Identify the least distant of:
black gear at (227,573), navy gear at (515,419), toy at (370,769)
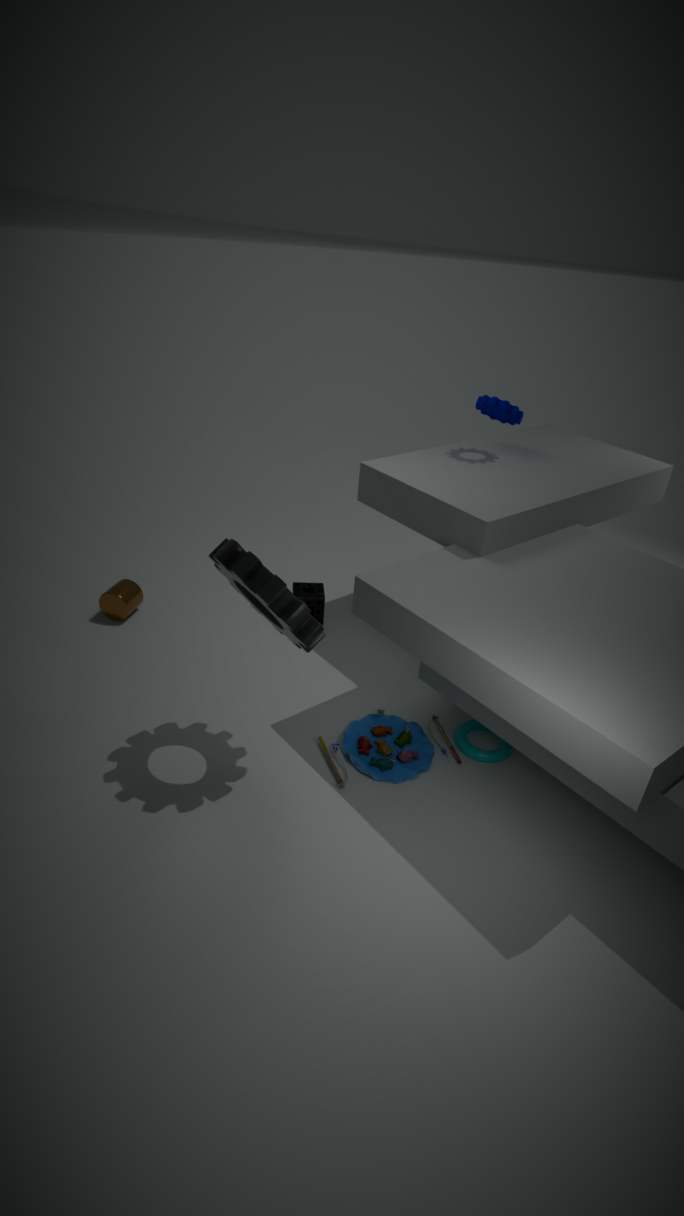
black gear at (227,573)
